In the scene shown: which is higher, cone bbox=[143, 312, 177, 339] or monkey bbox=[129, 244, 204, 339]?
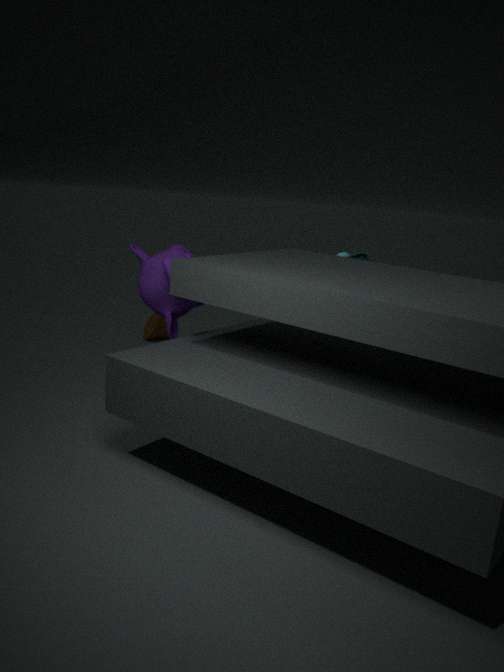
monkey bbox=[129, 244, 204, 339]
